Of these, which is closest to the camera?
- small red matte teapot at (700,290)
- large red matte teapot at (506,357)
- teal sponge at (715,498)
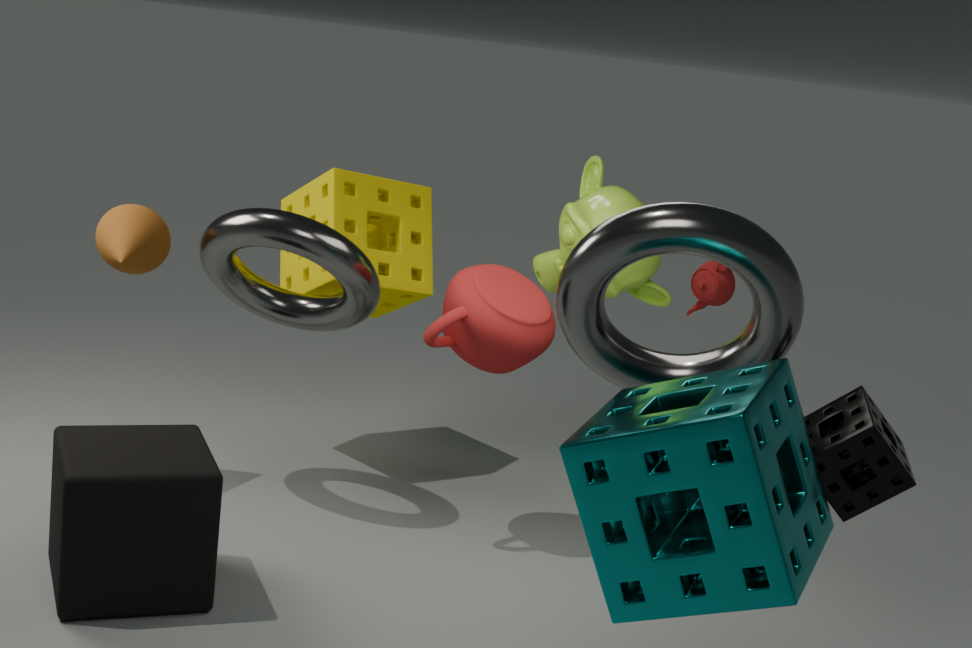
teal sponge at (715,498)
